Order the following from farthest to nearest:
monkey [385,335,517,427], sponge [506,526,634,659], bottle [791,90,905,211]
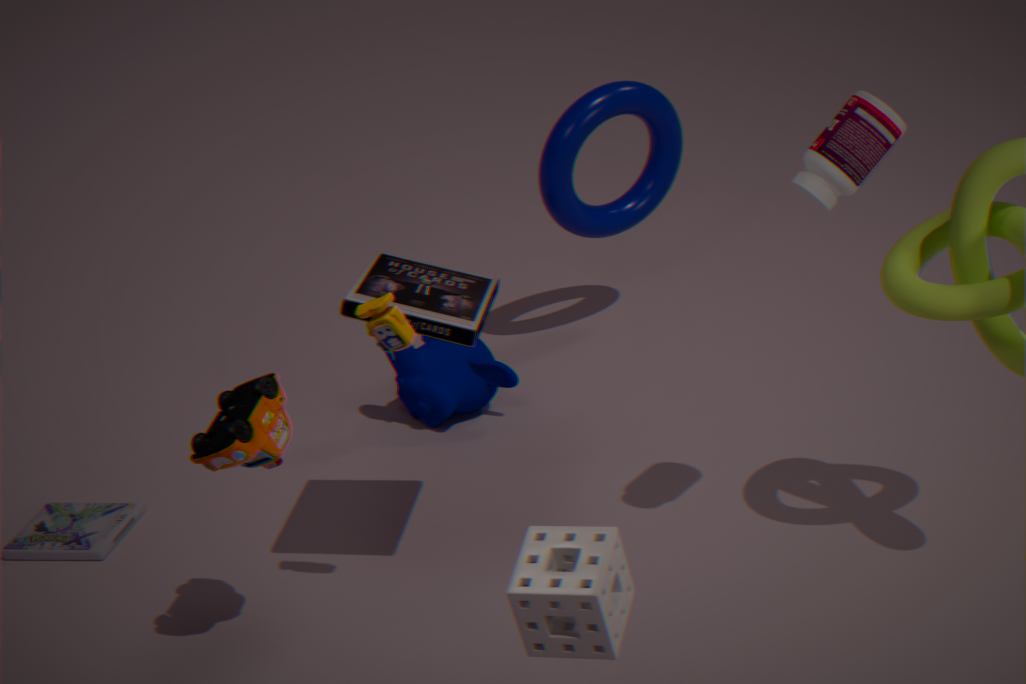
1. monkey [385,335,517,427]
2. bottle [791,90,905,211]
3. sponge [506,526,634,659]
